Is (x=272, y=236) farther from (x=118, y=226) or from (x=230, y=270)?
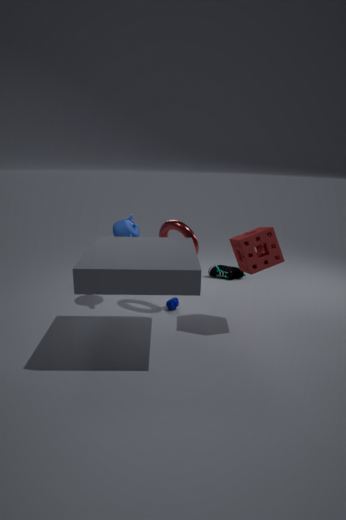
(x=230, y=270)
